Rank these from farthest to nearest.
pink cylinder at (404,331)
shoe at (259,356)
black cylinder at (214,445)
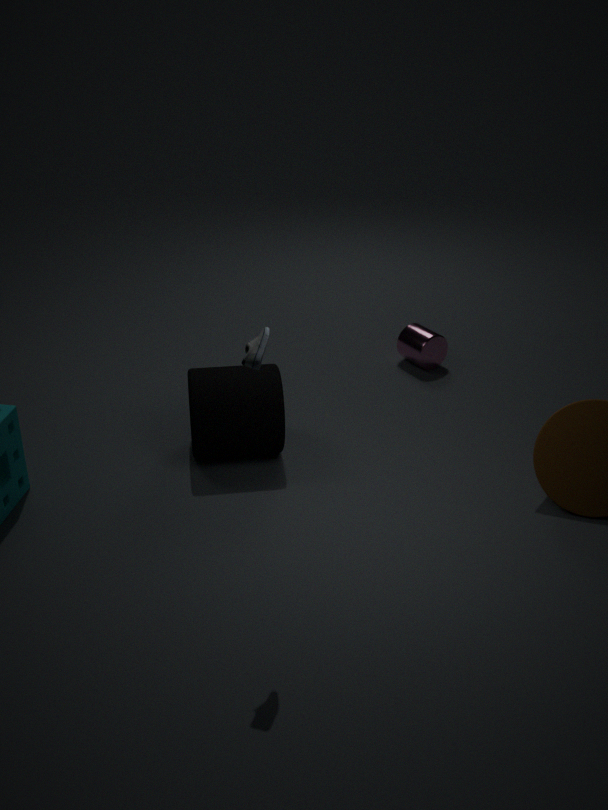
1. pink cylinder at (404,331)
2. black cylinder at (214,445)
3. shoe at (259,356)
